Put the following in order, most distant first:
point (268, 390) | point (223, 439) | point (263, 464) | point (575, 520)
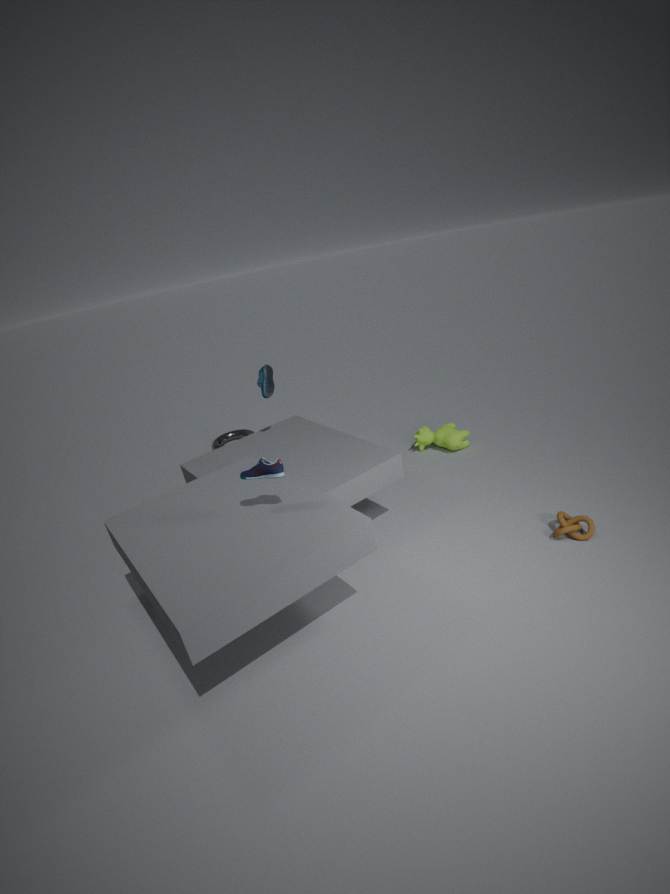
1. point (223, 439)
2. point (268, 390)
3. point (575, 520)
4. point (263, 464)
